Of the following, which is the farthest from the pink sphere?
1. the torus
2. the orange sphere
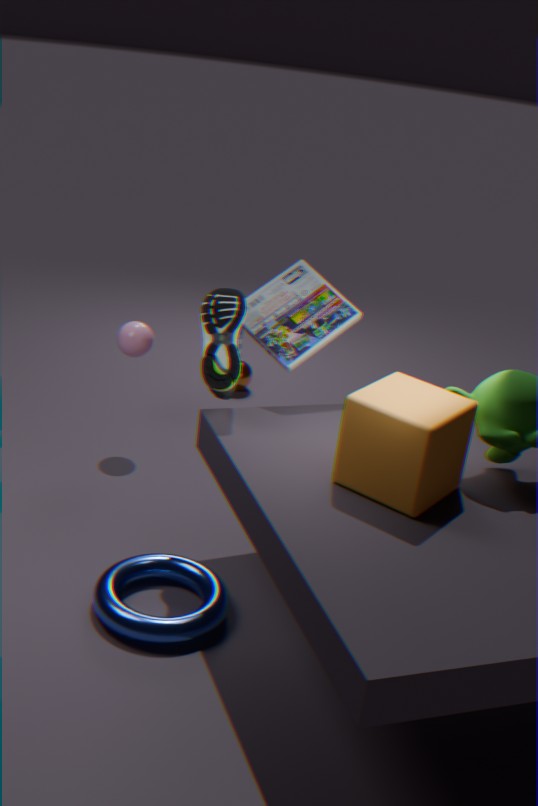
the torus
